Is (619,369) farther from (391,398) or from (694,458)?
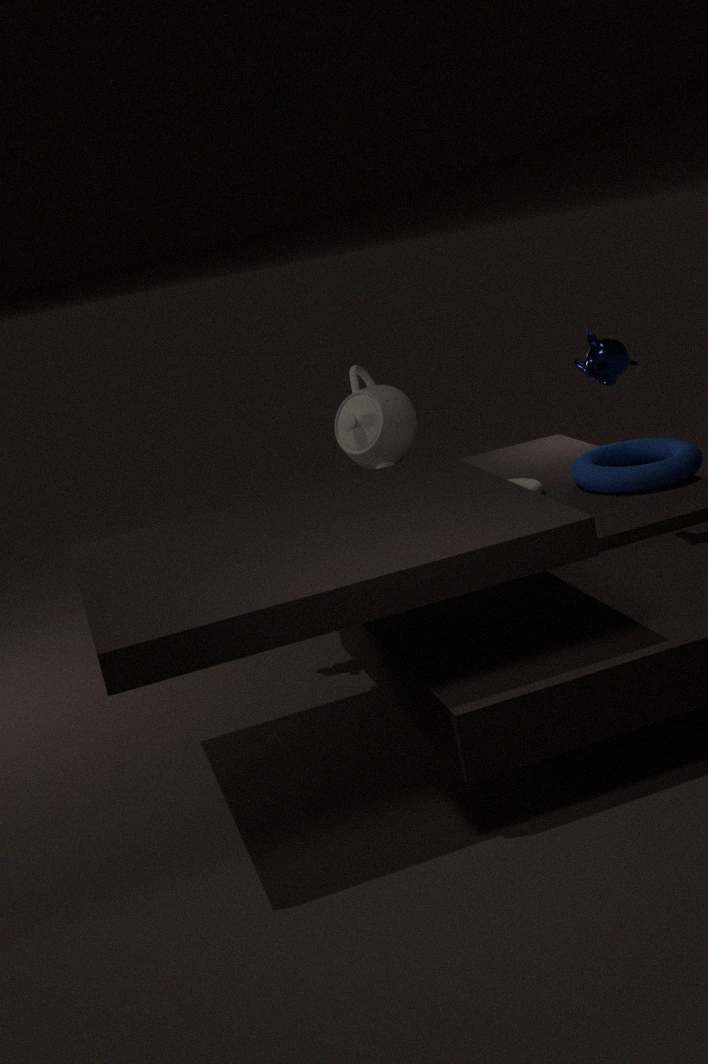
(694,458)
